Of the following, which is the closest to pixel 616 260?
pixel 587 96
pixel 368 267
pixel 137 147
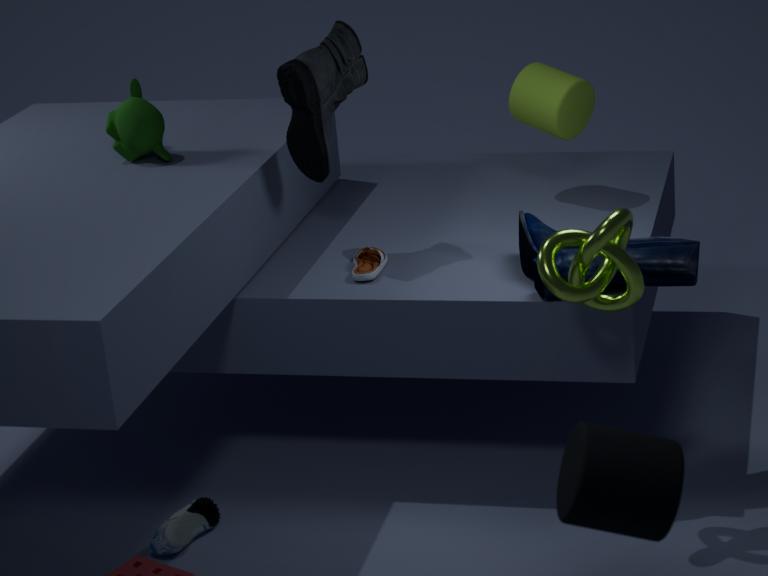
pixel 368 267
